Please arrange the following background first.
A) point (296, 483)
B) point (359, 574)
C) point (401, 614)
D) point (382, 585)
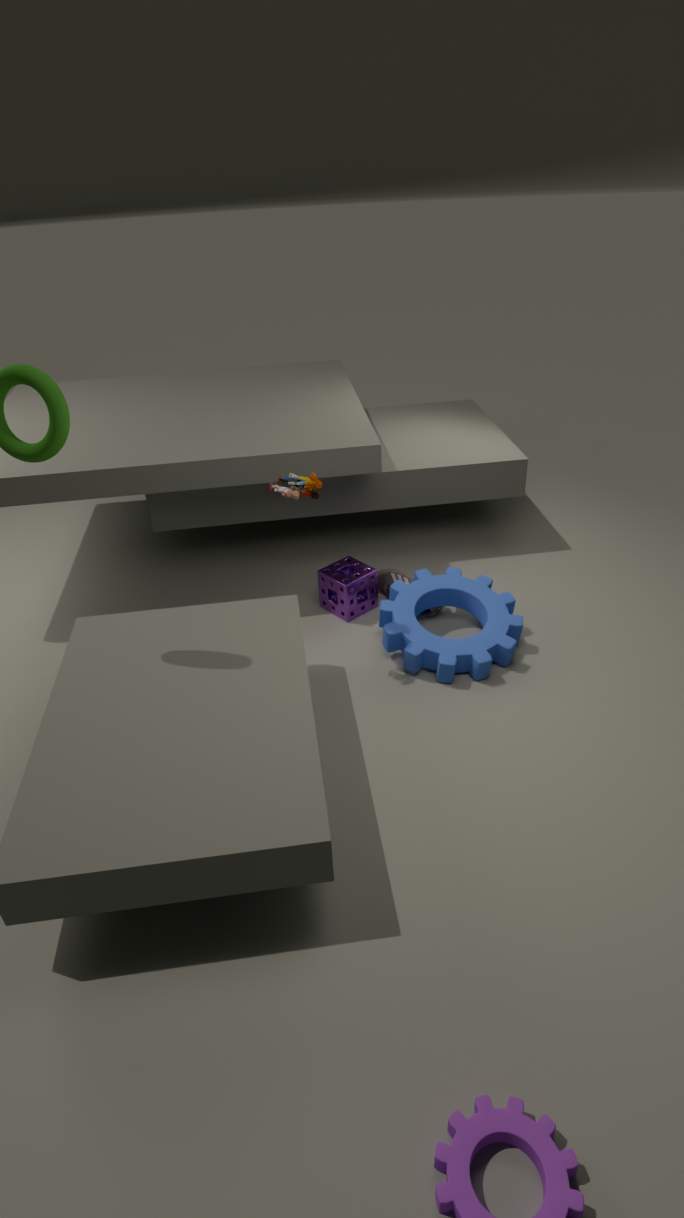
D. point (382, 585), B. point (359, 574), C. point (401, 614), A. point (296, 483)
